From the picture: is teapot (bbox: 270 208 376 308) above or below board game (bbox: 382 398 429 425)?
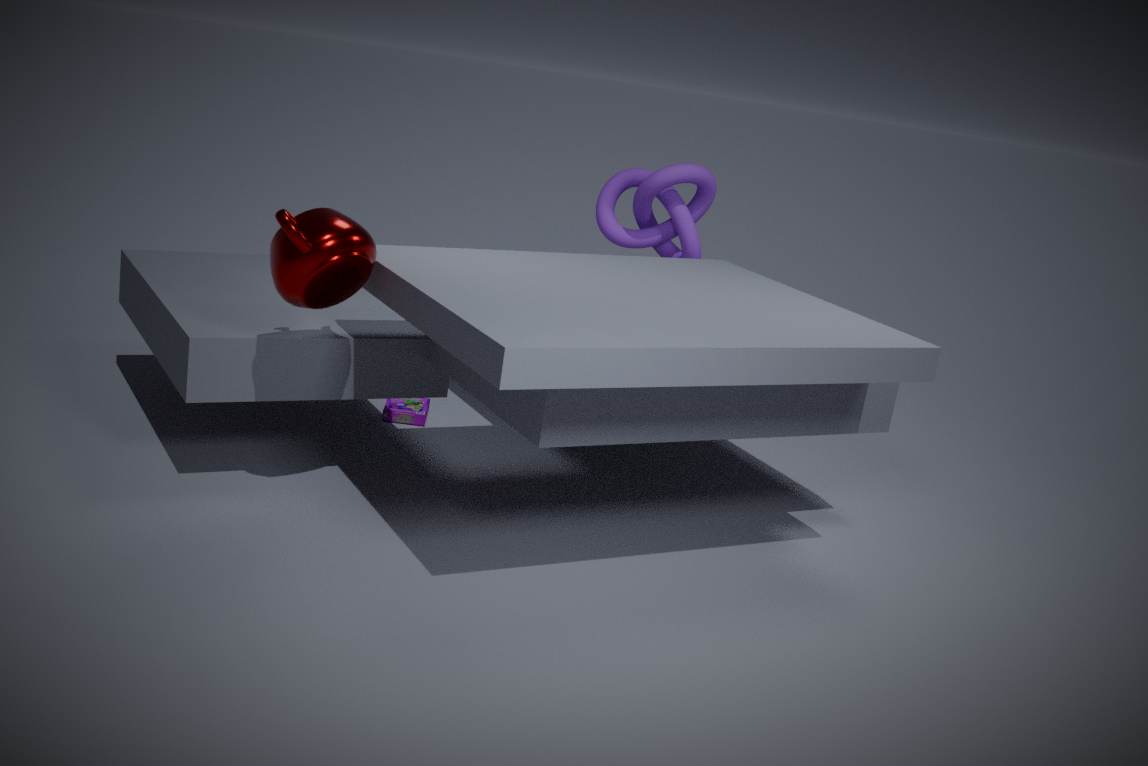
above
